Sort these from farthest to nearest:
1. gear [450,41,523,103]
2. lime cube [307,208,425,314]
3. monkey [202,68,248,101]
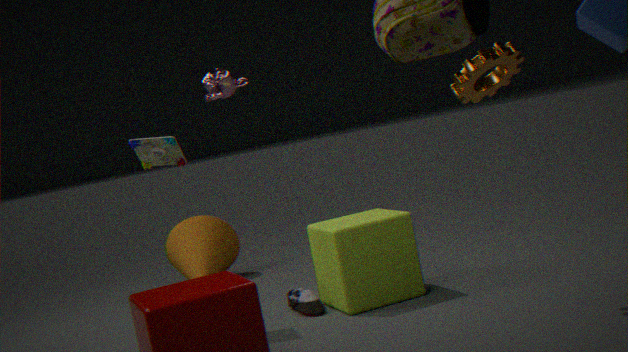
1. monkey [202,68,248,101]
2. lime cube [307,208,425,314]
3. gear [450,41,523,103]
